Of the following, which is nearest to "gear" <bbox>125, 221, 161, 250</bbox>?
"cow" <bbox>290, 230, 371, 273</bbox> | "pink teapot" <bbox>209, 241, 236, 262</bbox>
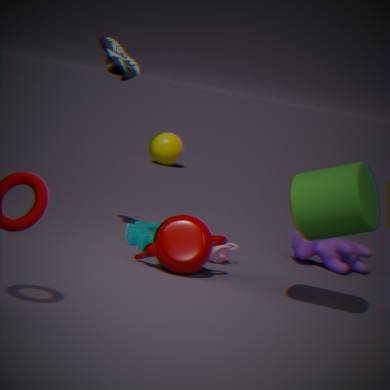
"pink teapot" <bbox>209, 241, 236, 262</bbox>
